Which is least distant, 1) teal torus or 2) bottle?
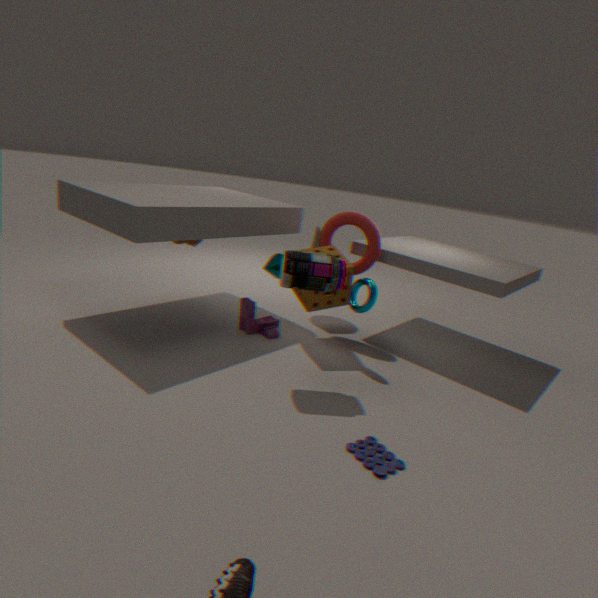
2. bottle
